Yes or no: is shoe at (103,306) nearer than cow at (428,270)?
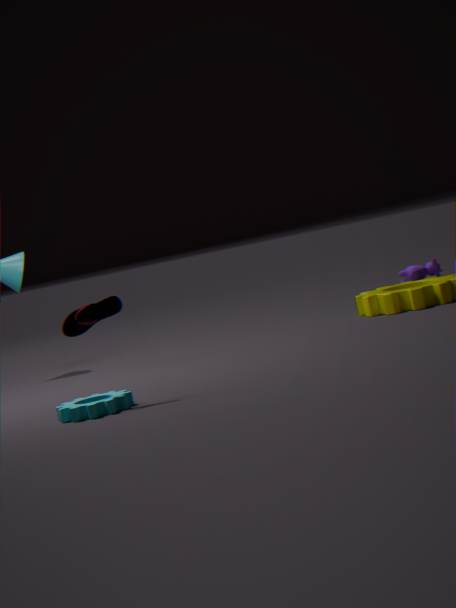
Yes
